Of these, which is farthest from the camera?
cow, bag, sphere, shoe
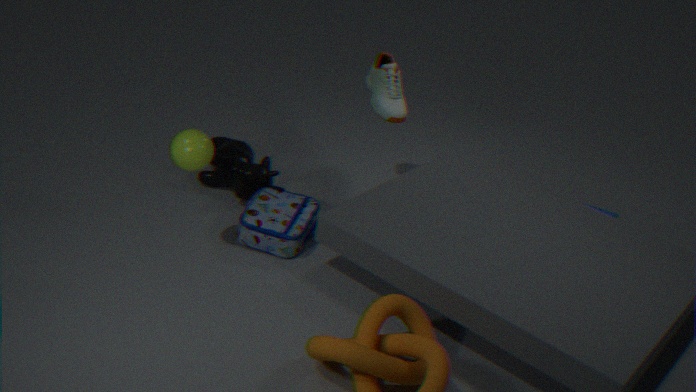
cow
